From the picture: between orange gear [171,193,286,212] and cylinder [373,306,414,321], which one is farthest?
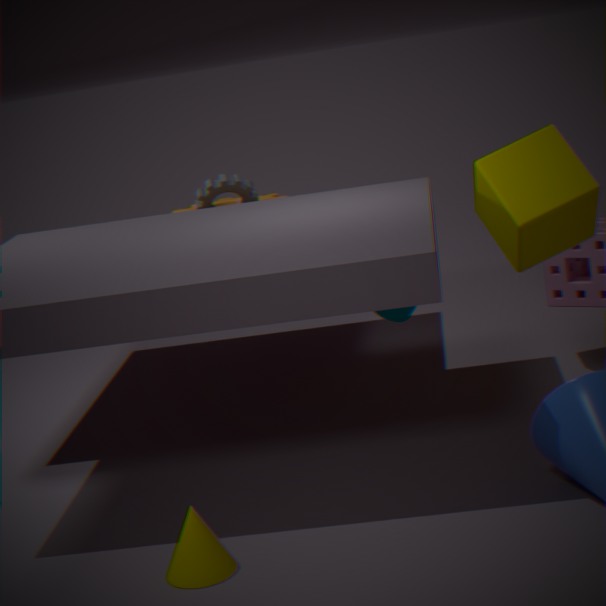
orange gear [171,193,286,212]
